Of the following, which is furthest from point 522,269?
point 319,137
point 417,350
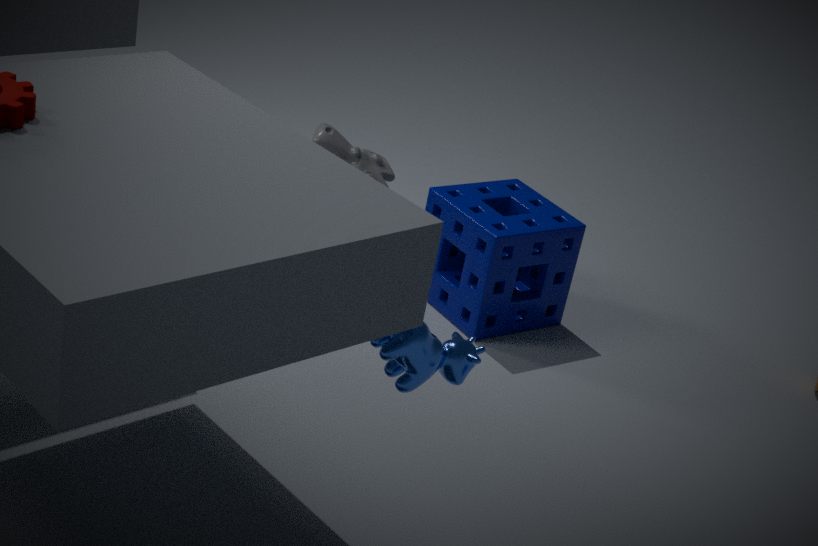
point 417,350
